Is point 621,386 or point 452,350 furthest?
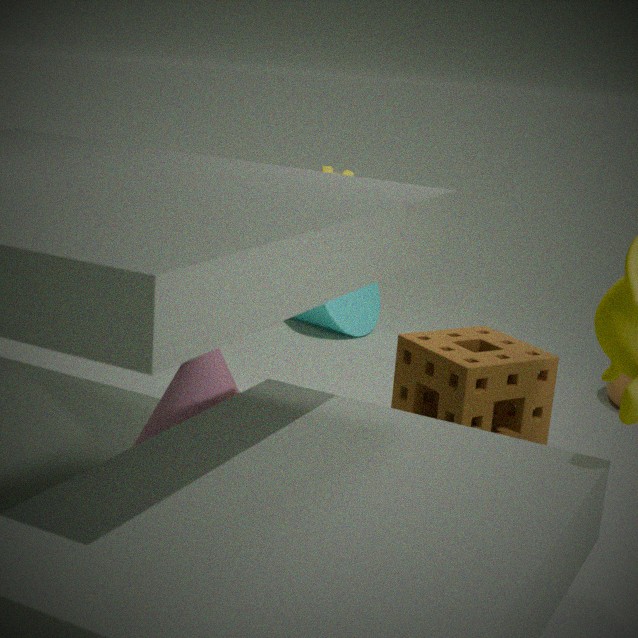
point 621,386
